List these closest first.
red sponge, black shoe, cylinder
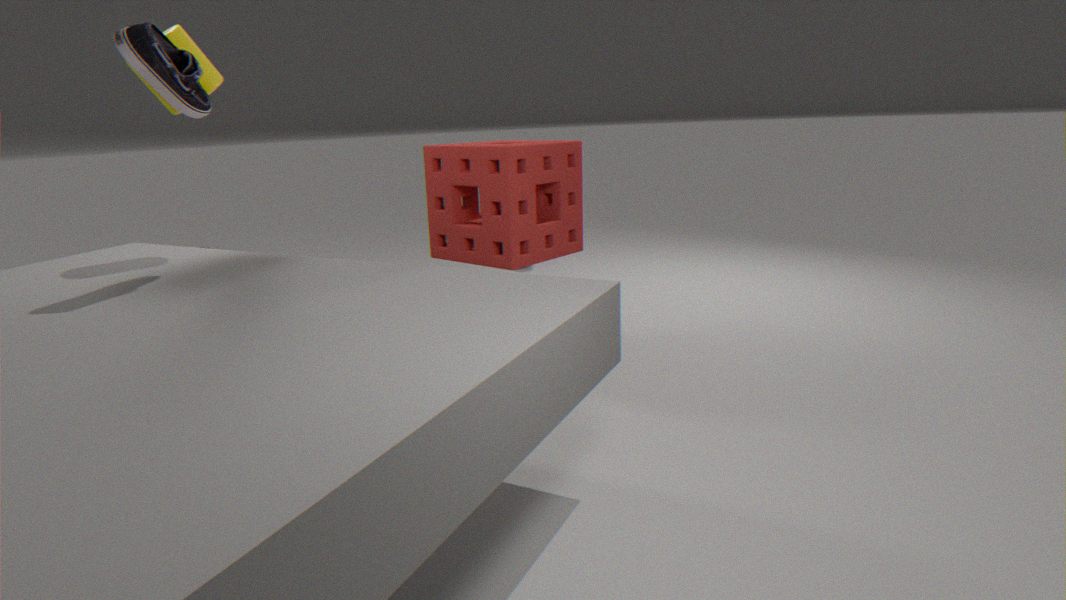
black shoe → cylinder → red sponge
